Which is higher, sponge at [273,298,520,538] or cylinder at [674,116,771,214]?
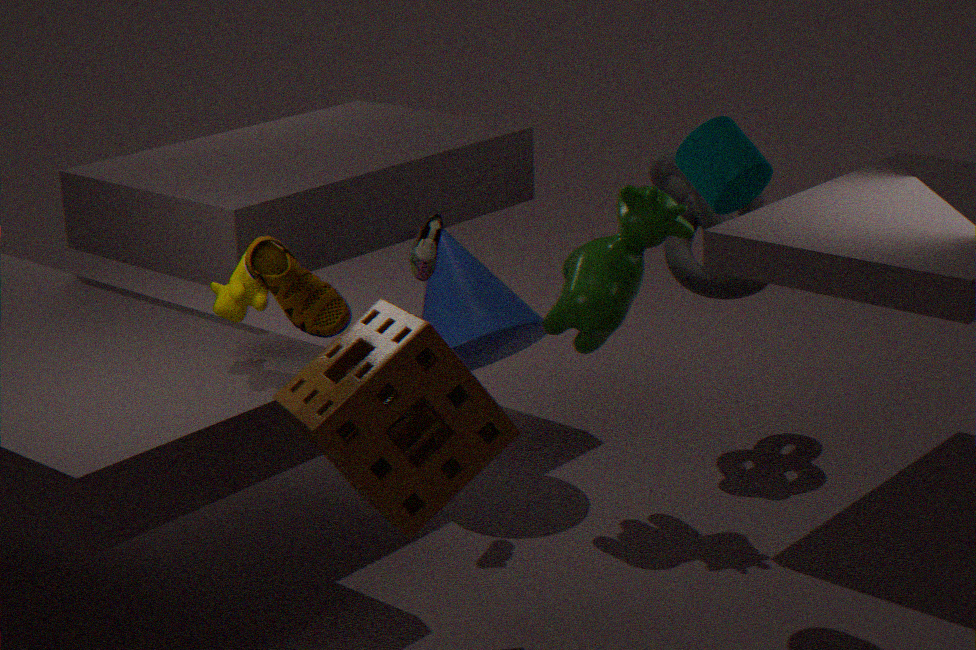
cylinder at [674,116,771,214]
